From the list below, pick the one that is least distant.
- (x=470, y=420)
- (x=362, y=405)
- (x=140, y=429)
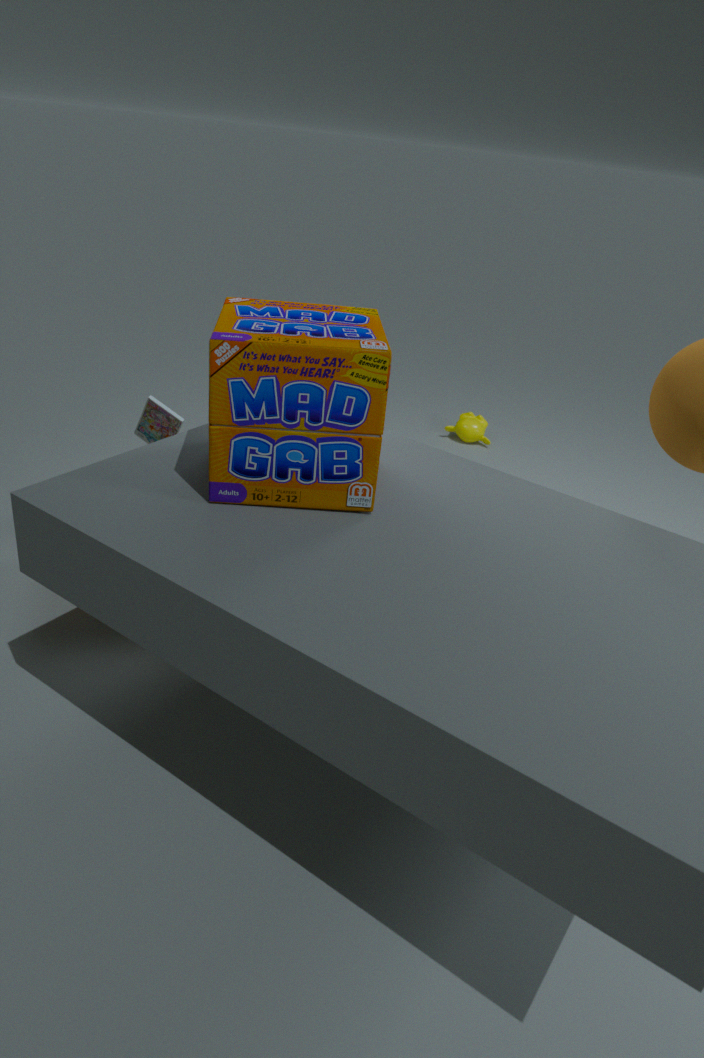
(x=362, y=405)
